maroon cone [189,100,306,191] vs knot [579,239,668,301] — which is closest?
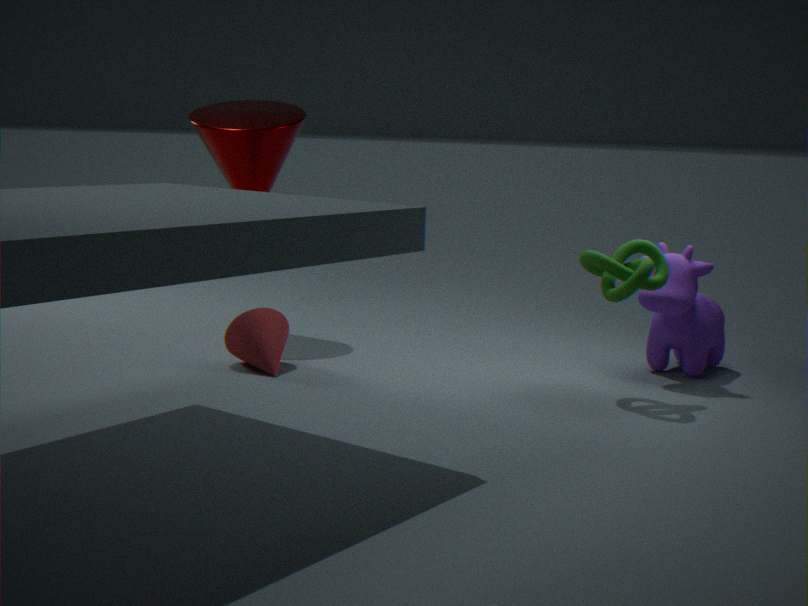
knot [579,239,668,301]
